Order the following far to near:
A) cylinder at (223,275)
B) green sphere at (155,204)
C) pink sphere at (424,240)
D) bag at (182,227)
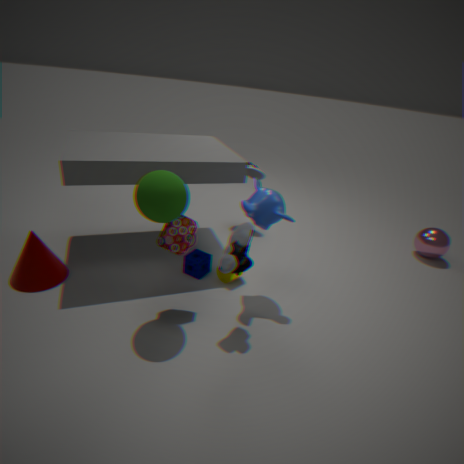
pink sphere at (424,240)
cylinder at (223,275)
bag at (182,227)
green sphere at (155,204)
